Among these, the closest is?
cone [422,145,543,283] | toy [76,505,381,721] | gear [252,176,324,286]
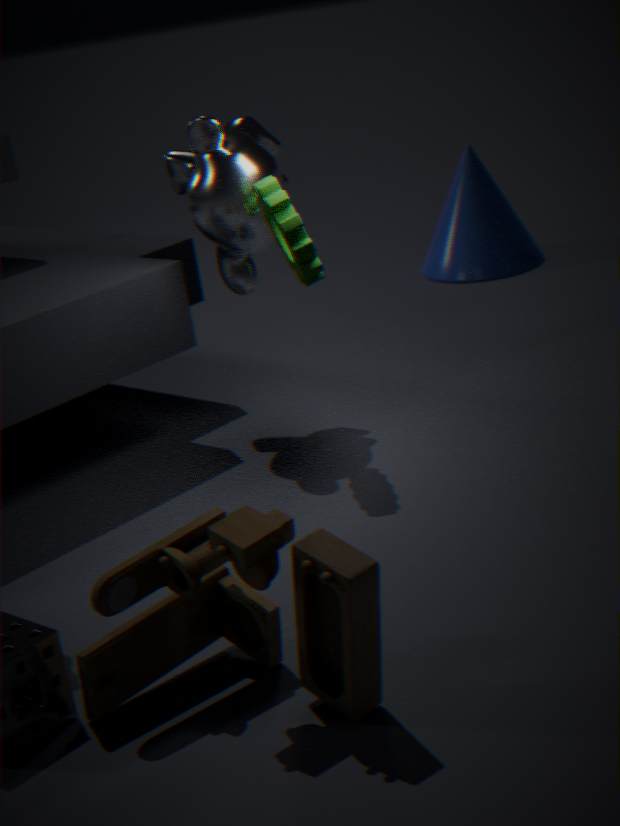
toy [76,505,381,721]
